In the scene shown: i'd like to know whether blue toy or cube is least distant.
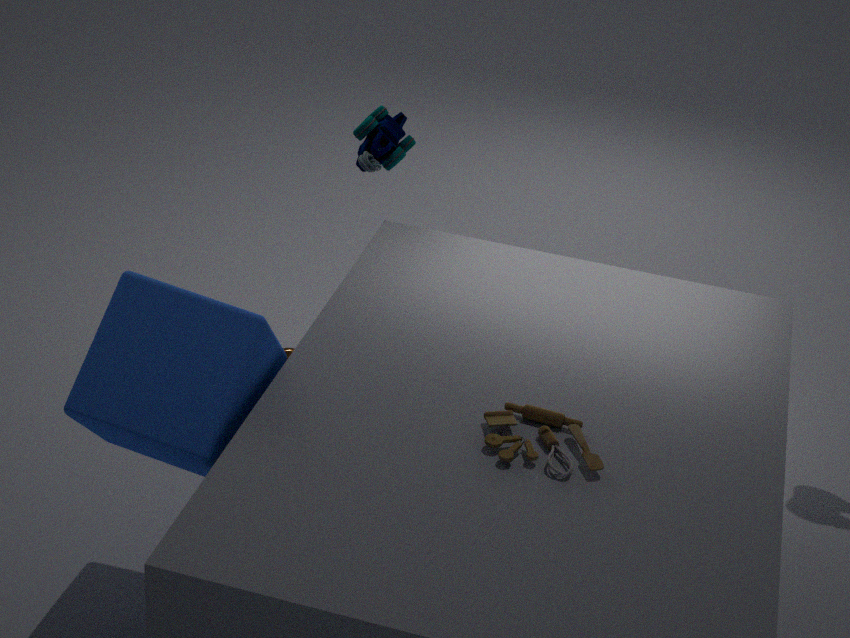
cube
